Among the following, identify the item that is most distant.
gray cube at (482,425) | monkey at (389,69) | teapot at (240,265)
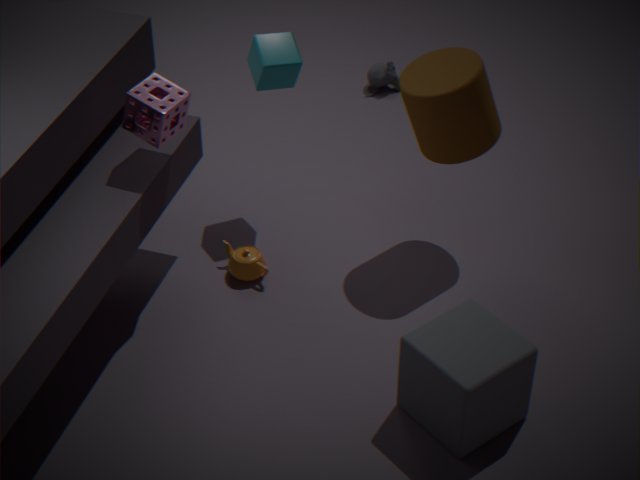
monkey at (389,69)
